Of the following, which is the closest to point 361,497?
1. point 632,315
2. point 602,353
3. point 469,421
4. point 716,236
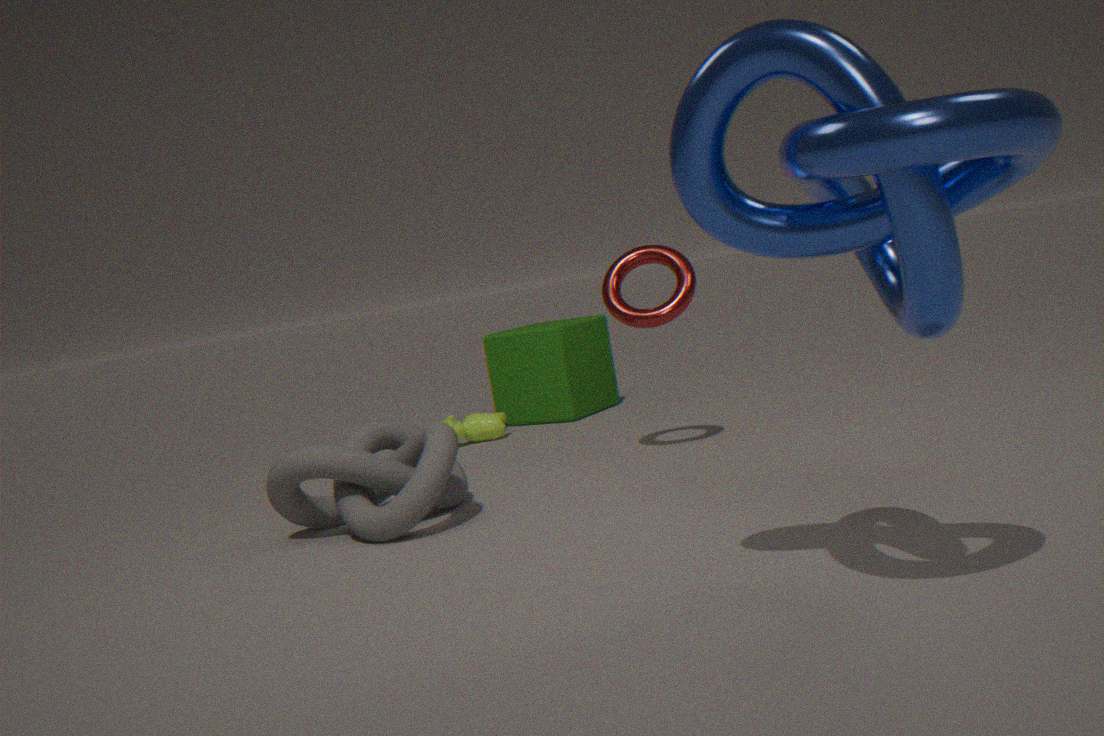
point 632,315
